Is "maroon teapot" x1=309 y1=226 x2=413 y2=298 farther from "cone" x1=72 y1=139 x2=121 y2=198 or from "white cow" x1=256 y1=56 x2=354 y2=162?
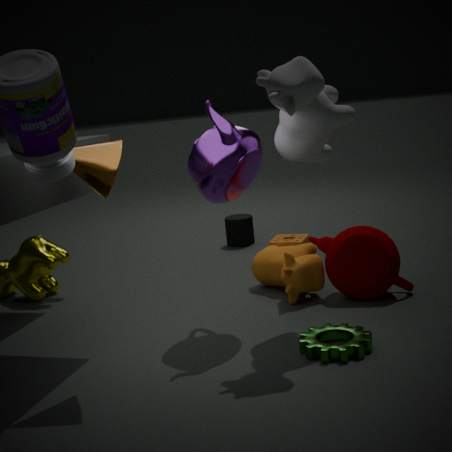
"cone" x1=72 y1=139 x2=121 y2=198
